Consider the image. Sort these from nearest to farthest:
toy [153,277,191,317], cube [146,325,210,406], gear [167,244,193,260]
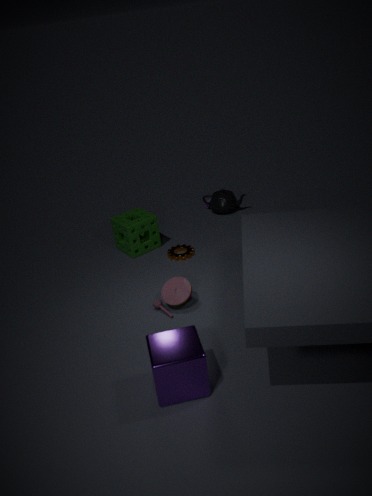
cube [146,325,210,406] → toy [153,277,191,317] → gear [167,244,193,260]
